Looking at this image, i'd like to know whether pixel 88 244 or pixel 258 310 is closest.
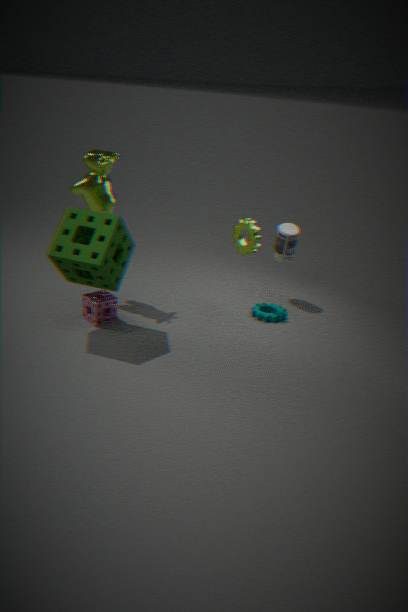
pixel 88 244
